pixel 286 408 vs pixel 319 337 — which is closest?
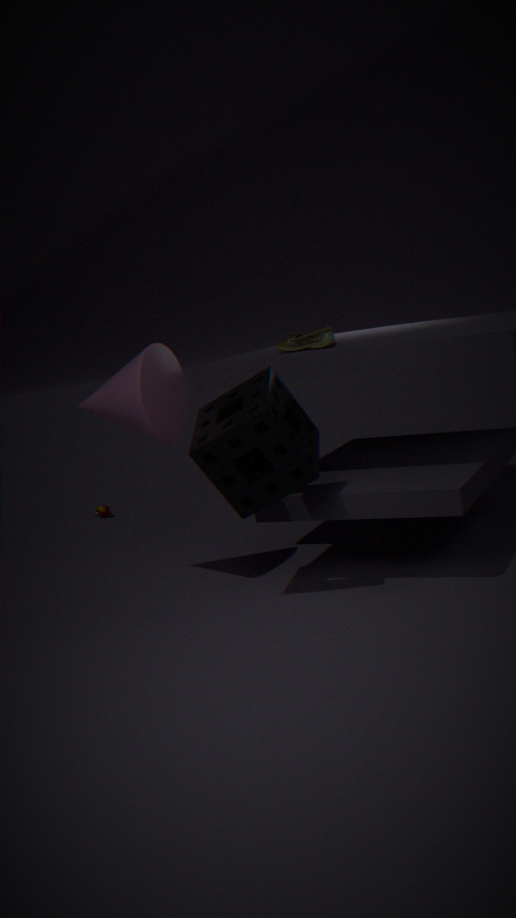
pixel 286 408
